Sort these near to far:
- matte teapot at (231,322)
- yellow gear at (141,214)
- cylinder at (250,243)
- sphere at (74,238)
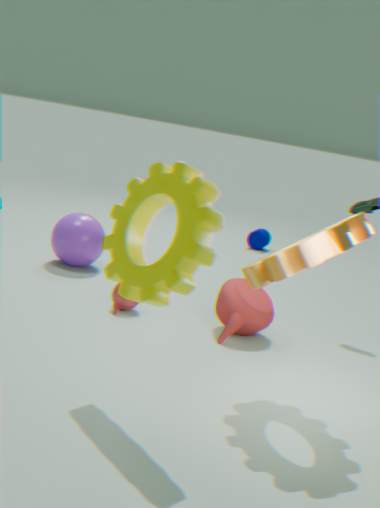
yellow gear at (141,214) → matte teapot at (231,322) → sphere at (74,238) → cylinder at (250,243)
